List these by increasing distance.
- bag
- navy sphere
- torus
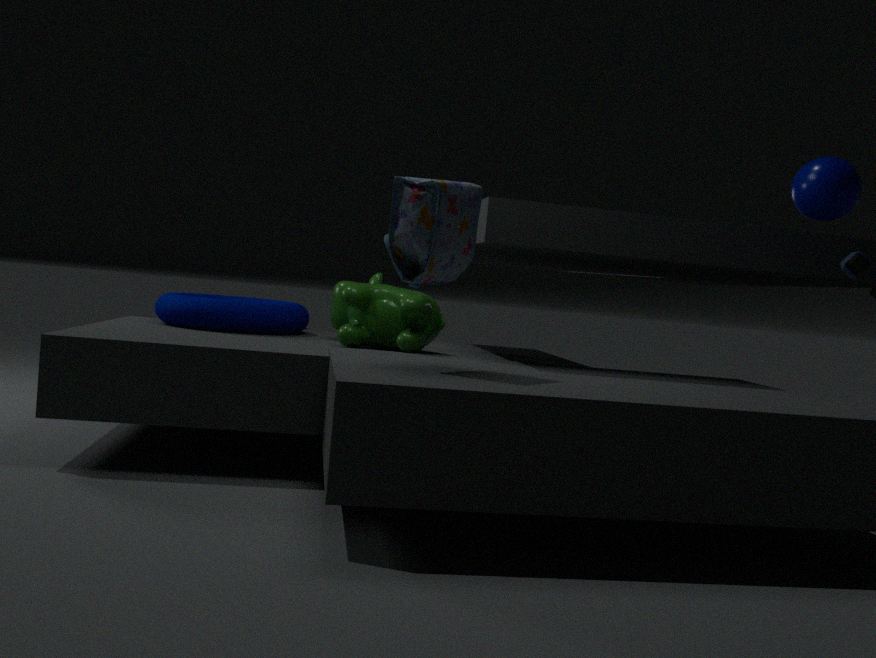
1. bag
2. navy sphere
3. torus
